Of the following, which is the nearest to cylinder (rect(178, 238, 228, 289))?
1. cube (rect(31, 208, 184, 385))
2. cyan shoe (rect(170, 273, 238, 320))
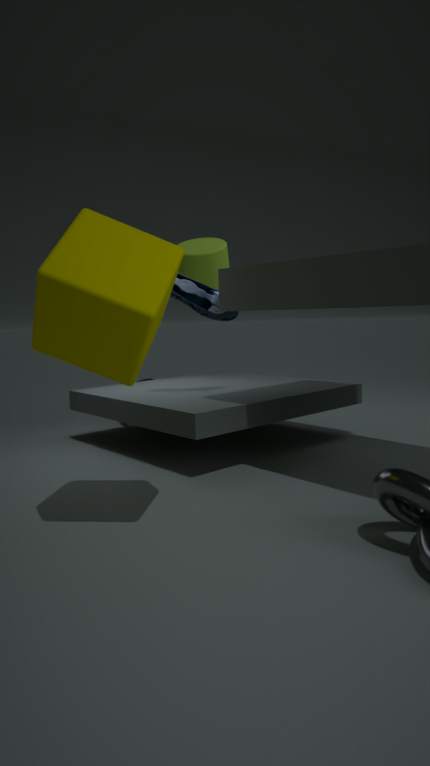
cyan shoe (rect(170, 273, 238, 320))
